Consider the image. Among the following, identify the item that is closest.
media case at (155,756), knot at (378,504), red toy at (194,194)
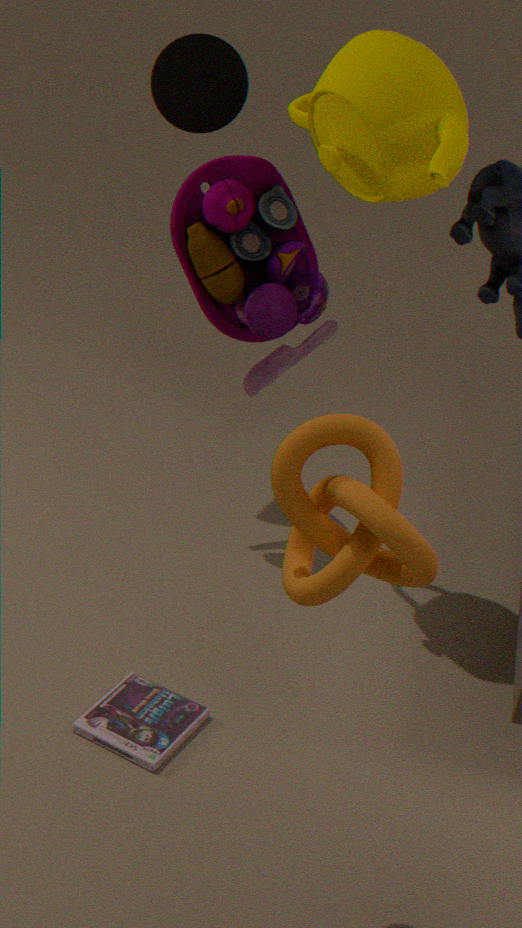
knot at (378,504)
